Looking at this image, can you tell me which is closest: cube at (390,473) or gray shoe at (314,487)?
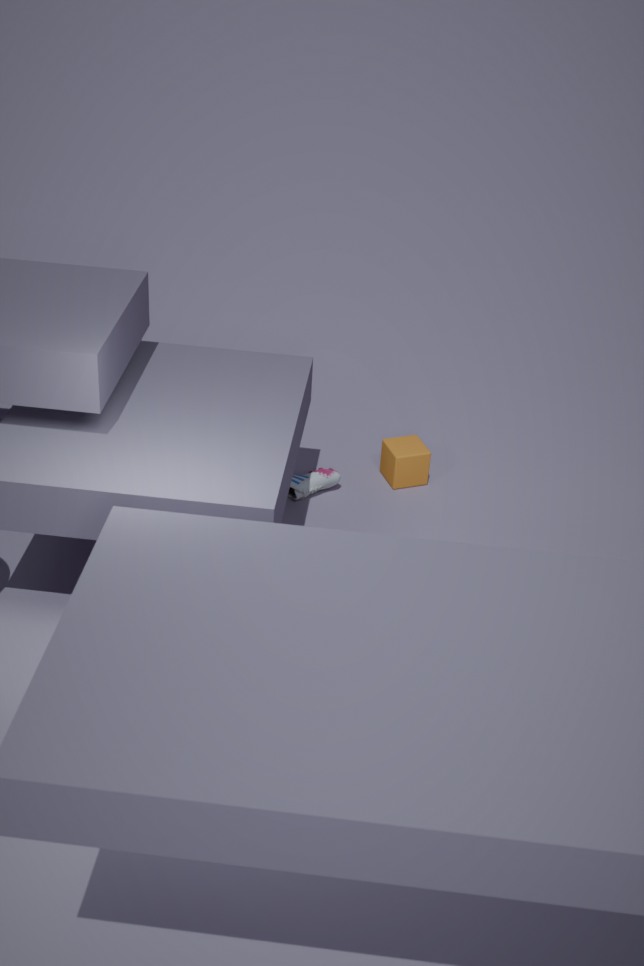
gray shoe at (314,487)
